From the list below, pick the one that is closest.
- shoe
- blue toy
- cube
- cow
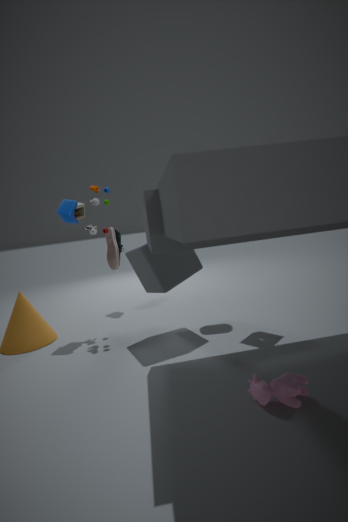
cow
